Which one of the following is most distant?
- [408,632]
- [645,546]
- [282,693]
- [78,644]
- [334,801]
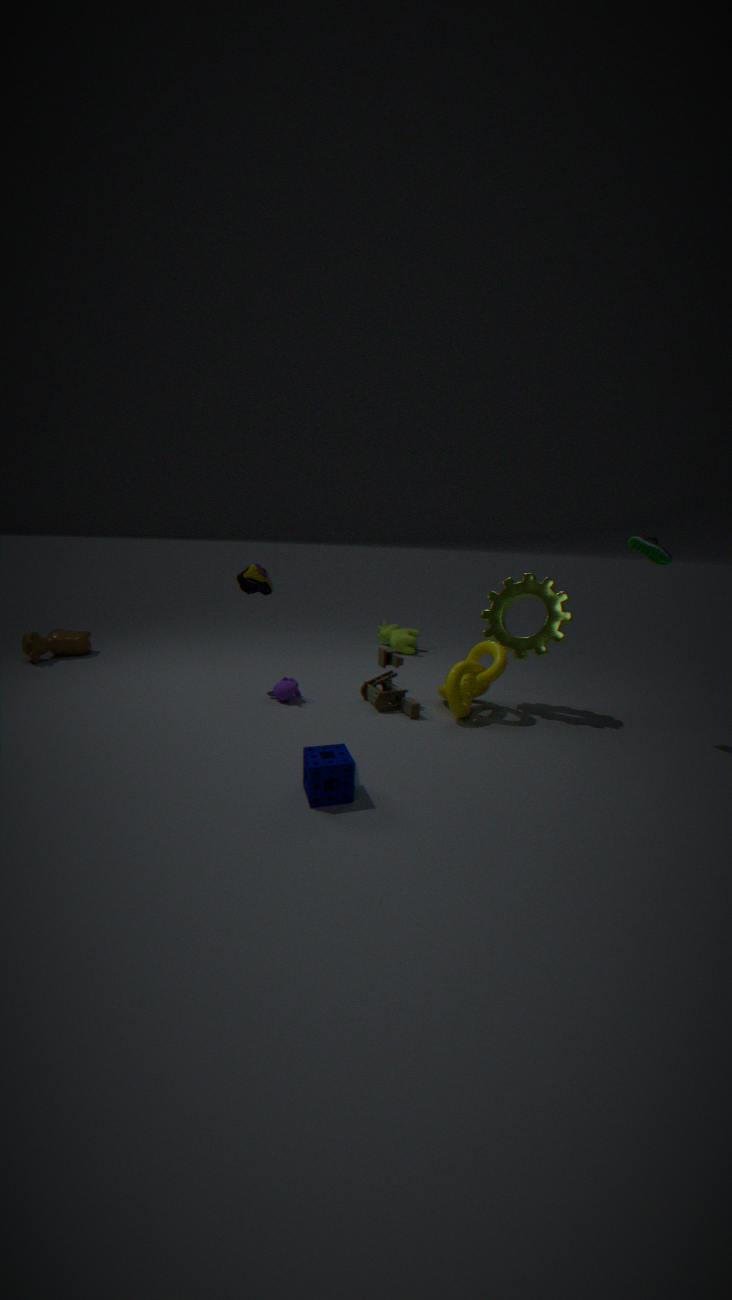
[408,632]
